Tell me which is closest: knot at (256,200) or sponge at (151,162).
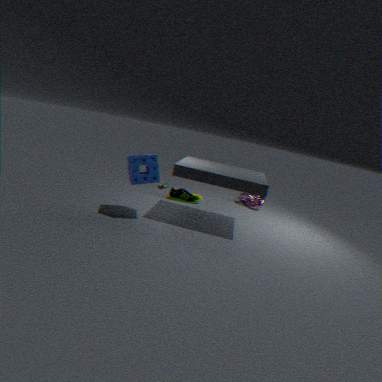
sponge at (151,162)
